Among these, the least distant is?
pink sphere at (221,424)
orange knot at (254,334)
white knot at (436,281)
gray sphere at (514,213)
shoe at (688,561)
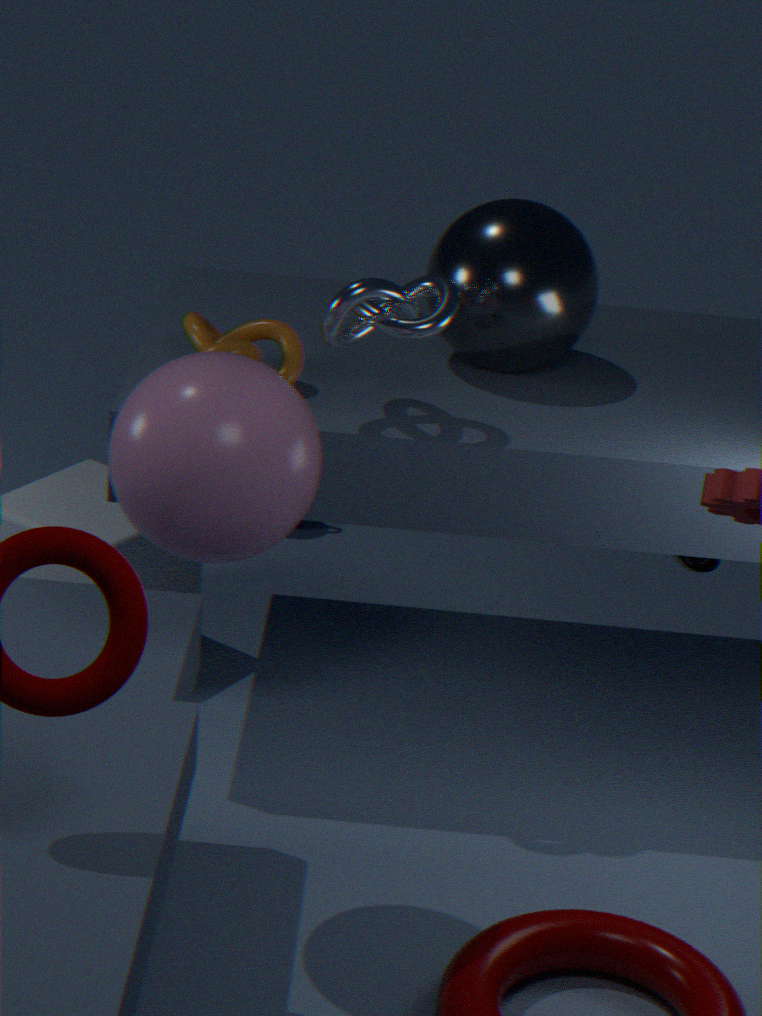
pink sphere at (221,424)
